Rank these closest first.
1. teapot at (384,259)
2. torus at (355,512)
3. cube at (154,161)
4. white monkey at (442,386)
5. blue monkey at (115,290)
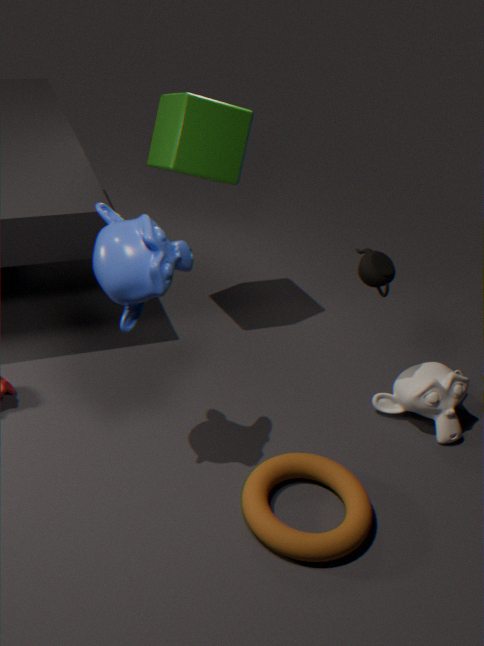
blue monkey at (115,290), torus at (355,512), teapot at (384,259), white monkey at (442,386), cube at (154,161)
